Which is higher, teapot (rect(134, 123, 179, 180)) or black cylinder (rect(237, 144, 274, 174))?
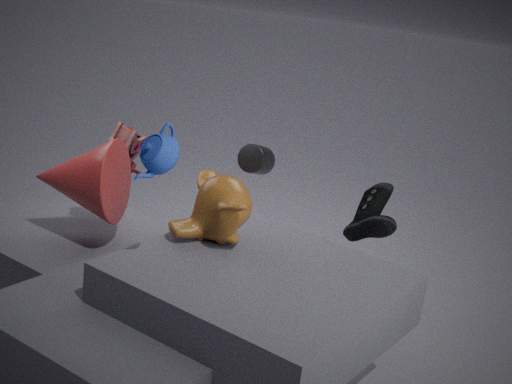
teapot (rect(134, 123, 179, 180))
